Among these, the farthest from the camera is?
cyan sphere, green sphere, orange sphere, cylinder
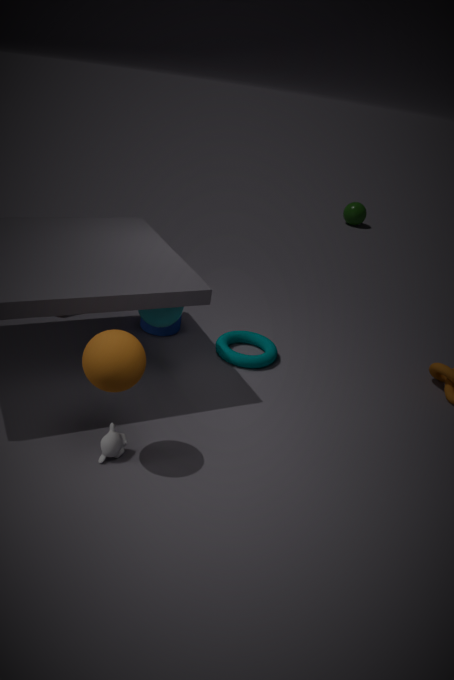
green sphere
